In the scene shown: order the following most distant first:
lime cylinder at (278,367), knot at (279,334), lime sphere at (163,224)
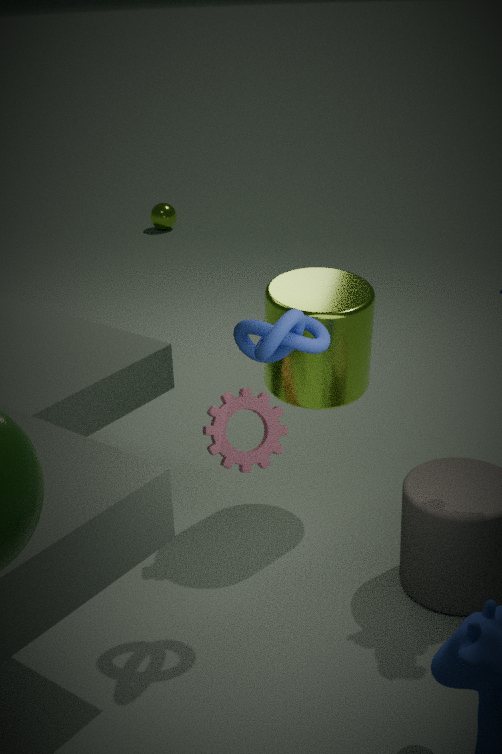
lime sphere at (163,224), lime cylinder at (278,367), knot at (279,334)
